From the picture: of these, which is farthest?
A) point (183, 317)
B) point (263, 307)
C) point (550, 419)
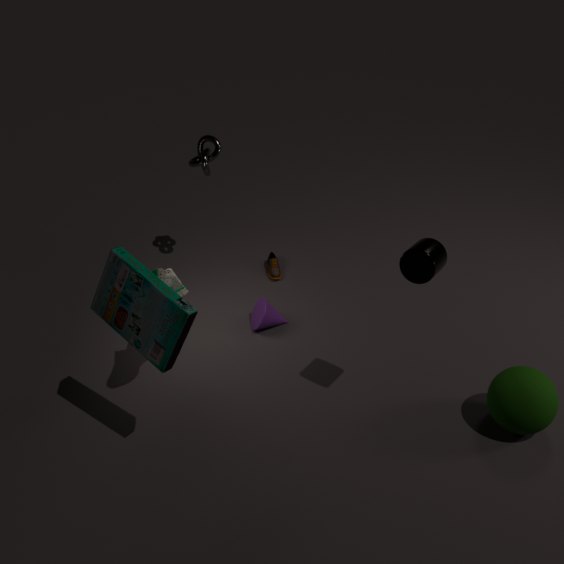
point (263, 307)
